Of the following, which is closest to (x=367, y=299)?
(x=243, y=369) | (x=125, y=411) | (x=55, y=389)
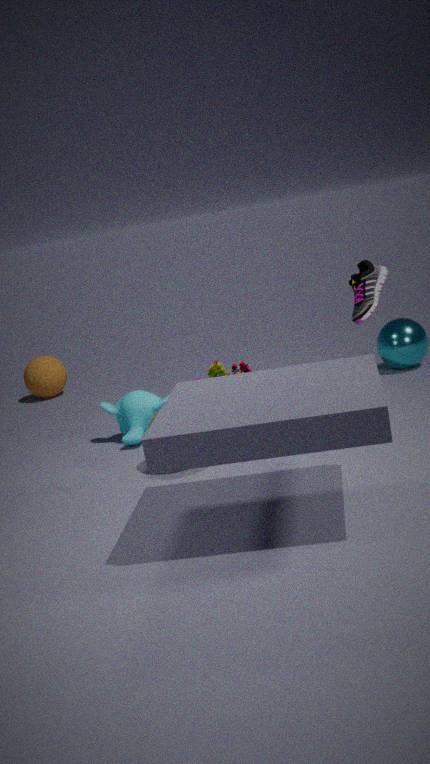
(x=243, y=369)
